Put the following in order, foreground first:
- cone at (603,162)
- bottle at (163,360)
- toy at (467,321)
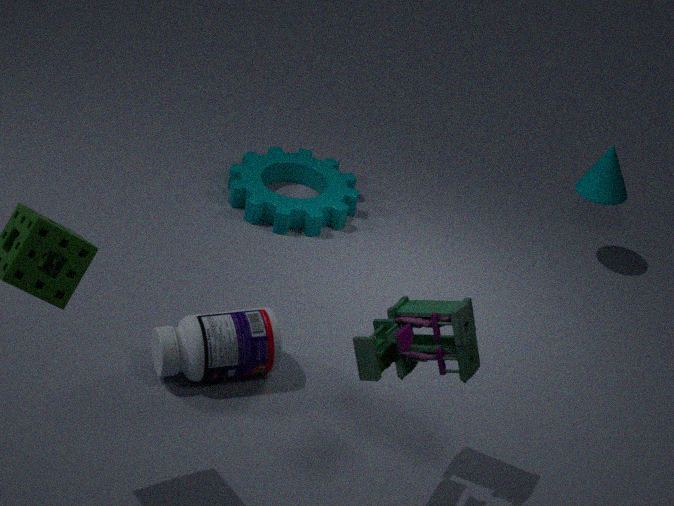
toy at (467,321), bottle at (163,360), cone at (603,162)
